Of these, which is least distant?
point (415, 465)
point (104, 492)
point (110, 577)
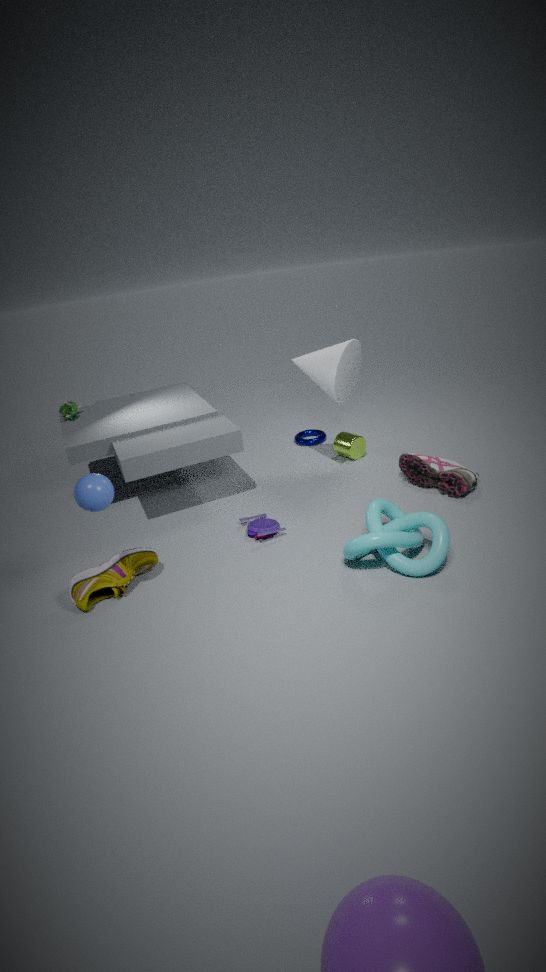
point (104, 492)
